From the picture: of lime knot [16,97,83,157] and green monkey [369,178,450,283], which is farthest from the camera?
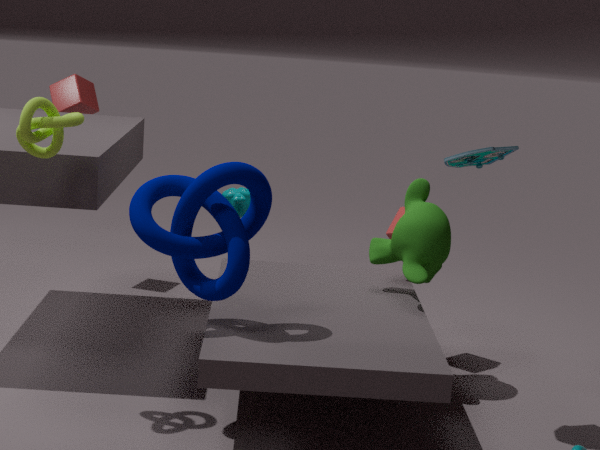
green monkey [369,178,450,283]
